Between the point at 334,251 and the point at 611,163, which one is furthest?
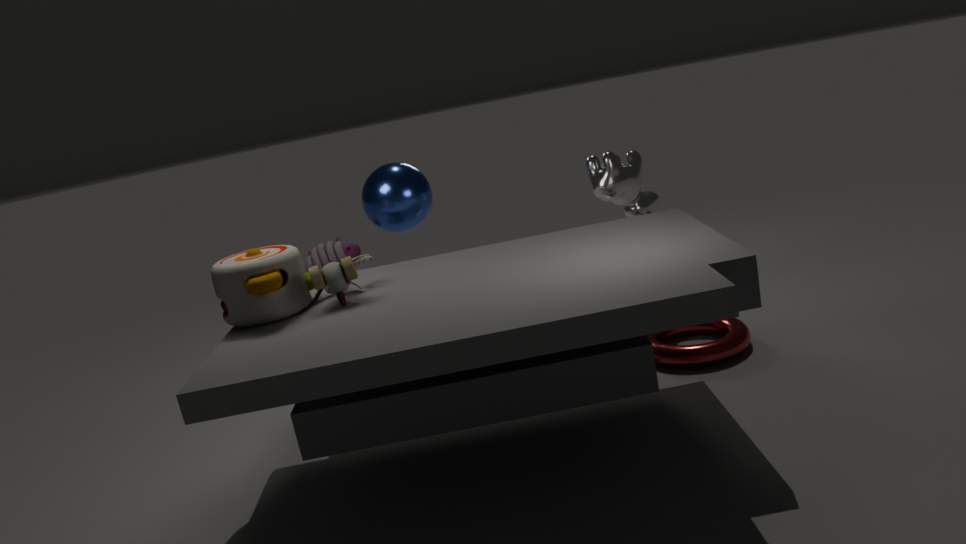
the point at 334,251
